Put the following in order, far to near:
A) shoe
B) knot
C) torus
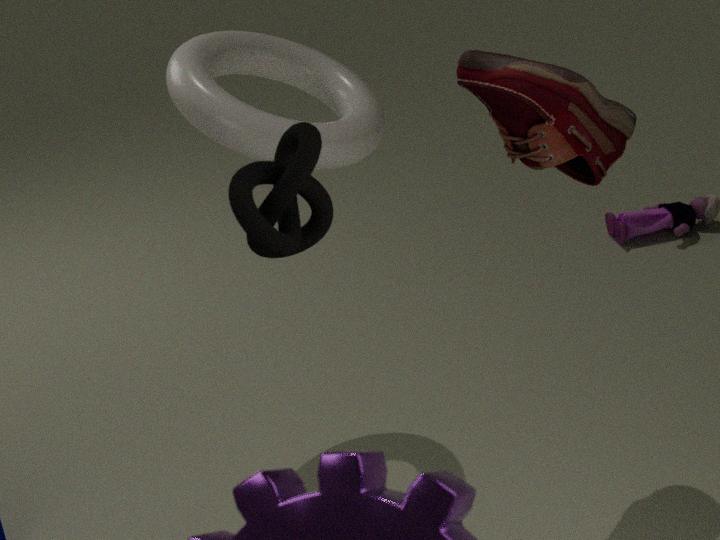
torus
shoe
knot
